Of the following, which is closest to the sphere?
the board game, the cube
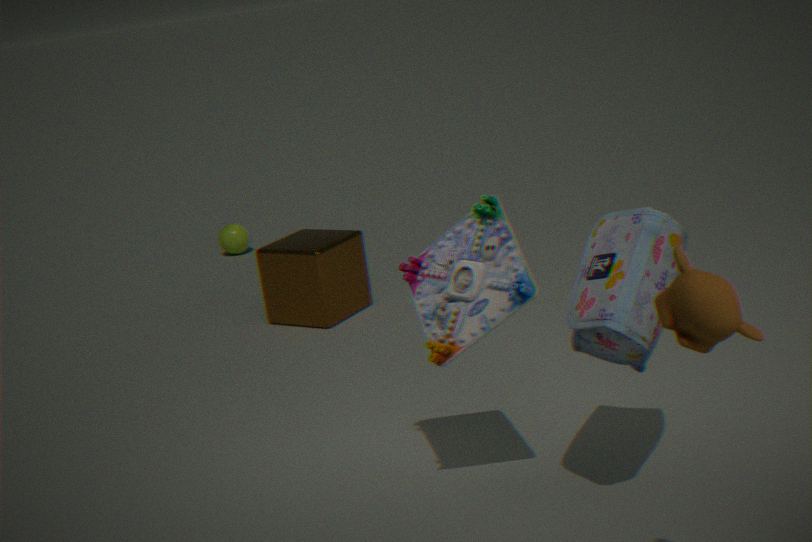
Answer: the cube
